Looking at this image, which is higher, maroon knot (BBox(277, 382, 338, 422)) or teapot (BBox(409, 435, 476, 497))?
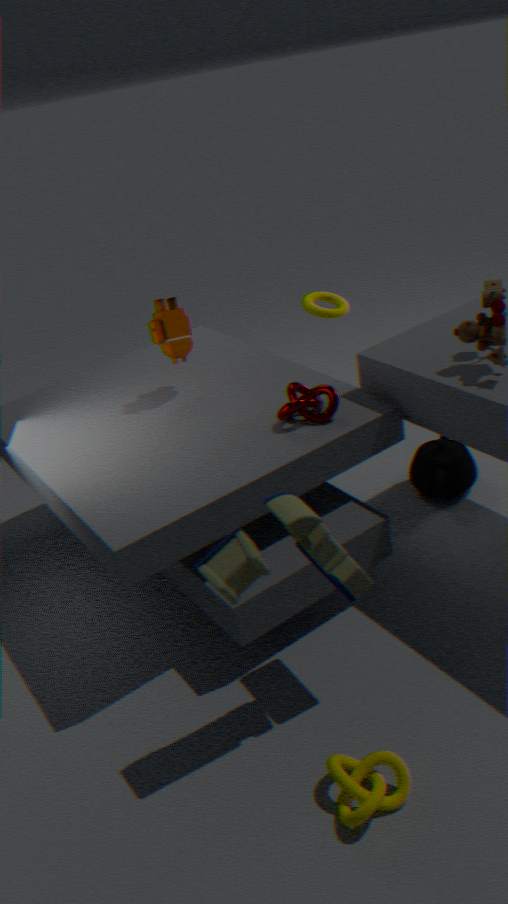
maroon knot (BBox(277, 382, 338, 422))
